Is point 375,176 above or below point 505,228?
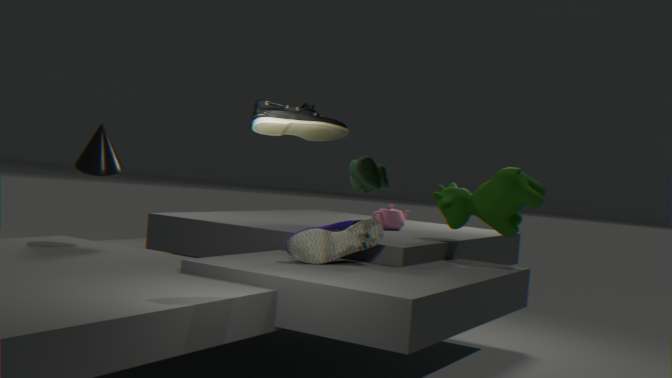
above
